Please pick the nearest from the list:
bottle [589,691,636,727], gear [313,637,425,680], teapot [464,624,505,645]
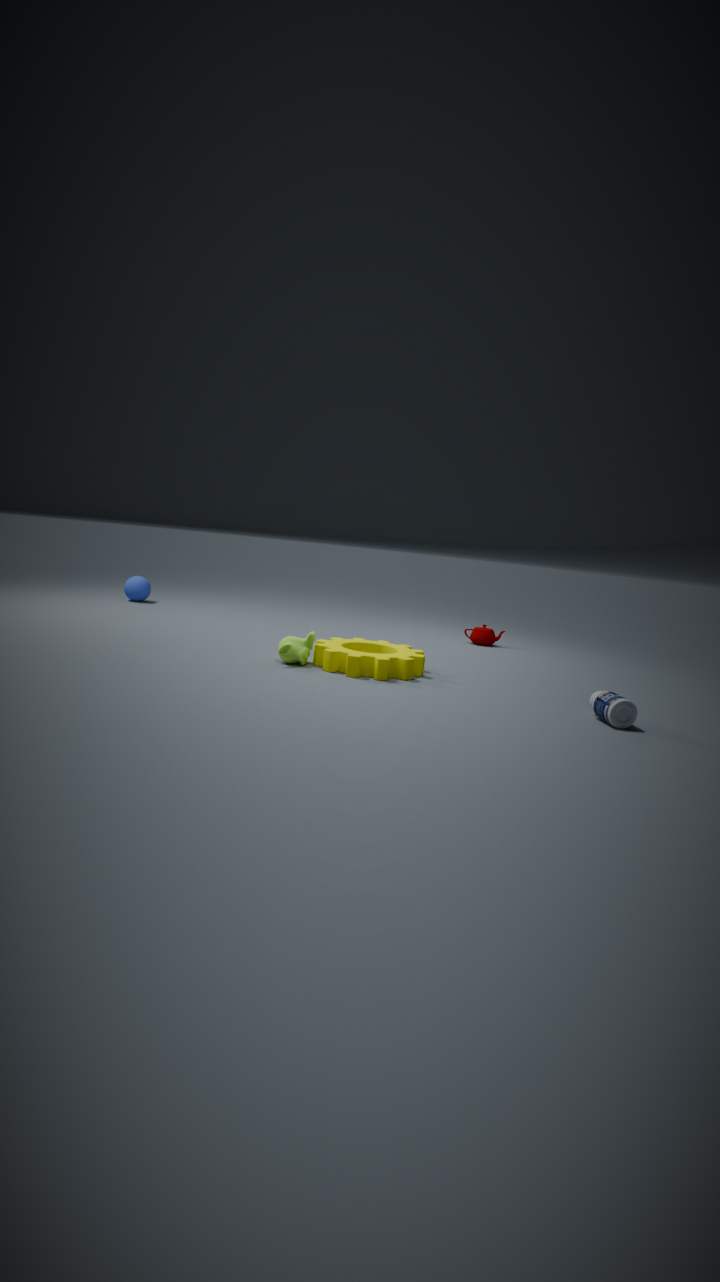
bottle [589,691,636,727]
